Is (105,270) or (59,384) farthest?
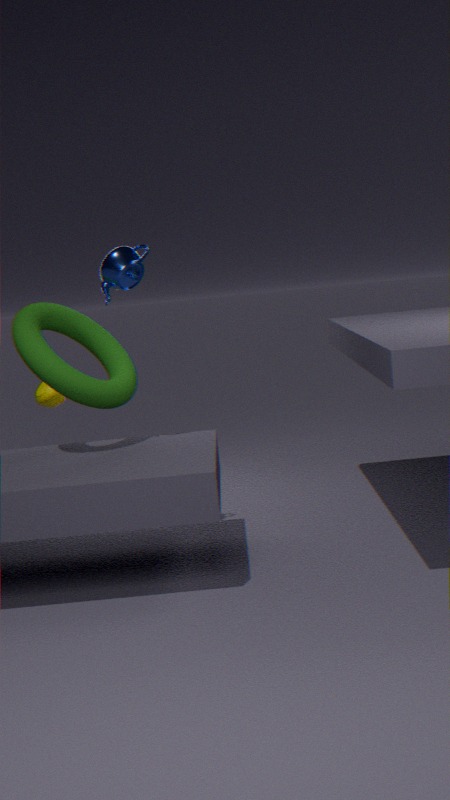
(105,270)
